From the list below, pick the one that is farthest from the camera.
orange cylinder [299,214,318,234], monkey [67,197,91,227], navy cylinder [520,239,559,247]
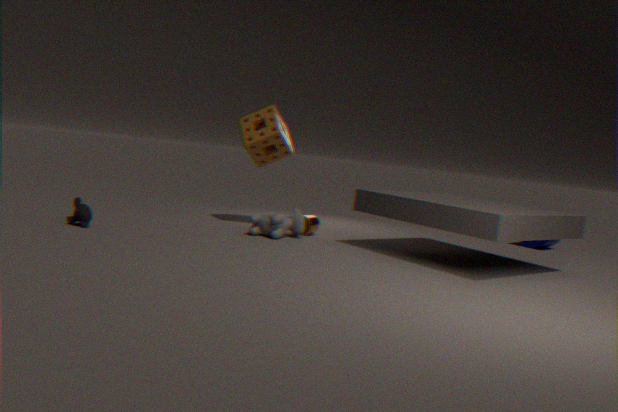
navy cylinder [520,239,559,247]
